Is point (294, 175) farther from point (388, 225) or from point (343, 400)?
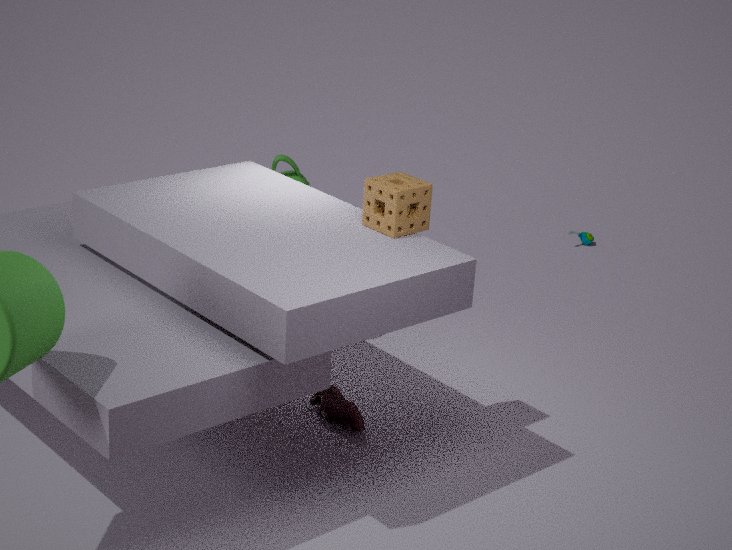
point (388, 225)
